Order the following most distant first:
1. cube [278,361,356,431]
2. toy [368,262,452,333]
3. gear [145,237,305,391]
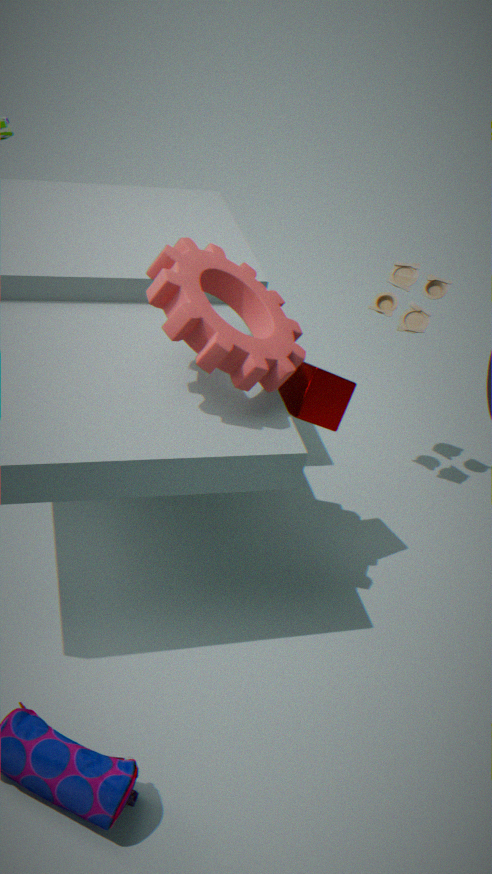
toy [368,262,452,333] → cube [278,361,356,431] → gear [145,237,305,391]
